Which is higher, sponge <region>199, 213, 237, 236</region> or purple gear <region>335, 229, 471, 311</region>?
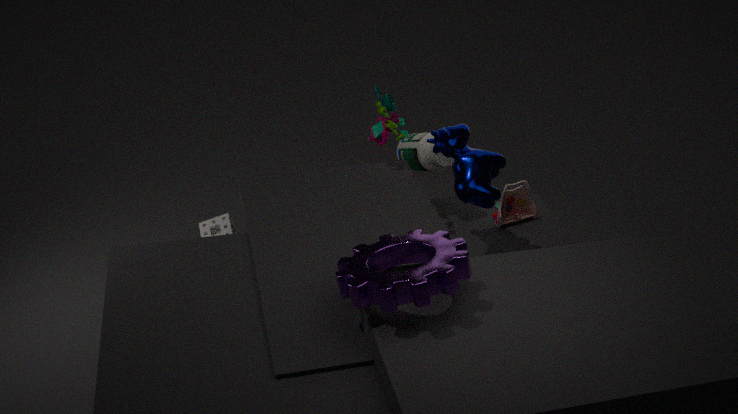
purple gear <region>335, 229, 471, 311</region>
